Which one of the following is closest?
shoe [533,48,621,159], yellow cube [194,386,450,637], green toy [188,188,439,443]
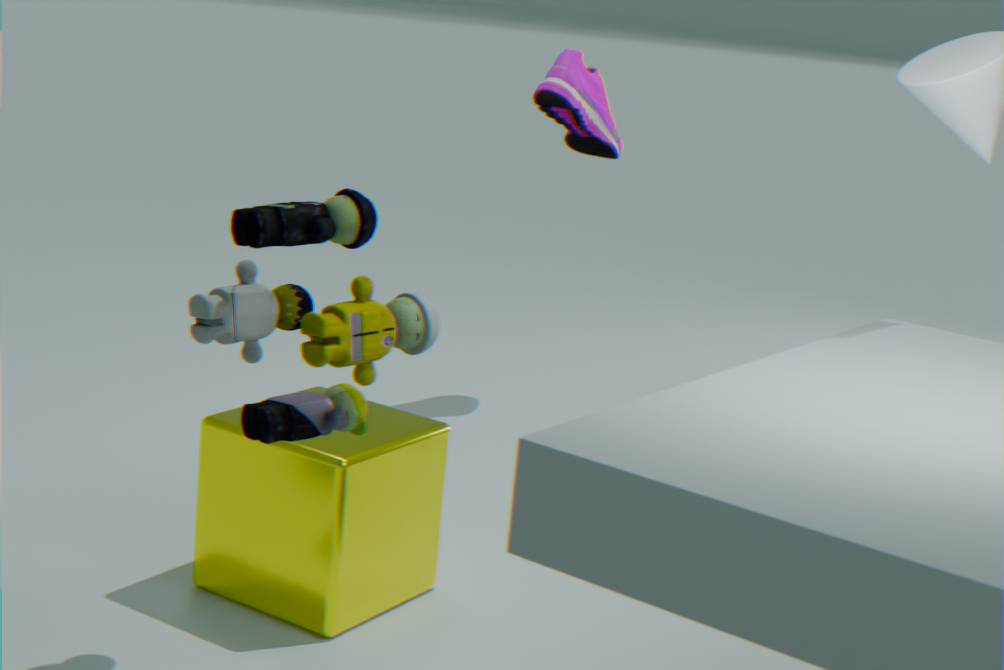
green toy [188,188,439,443]
